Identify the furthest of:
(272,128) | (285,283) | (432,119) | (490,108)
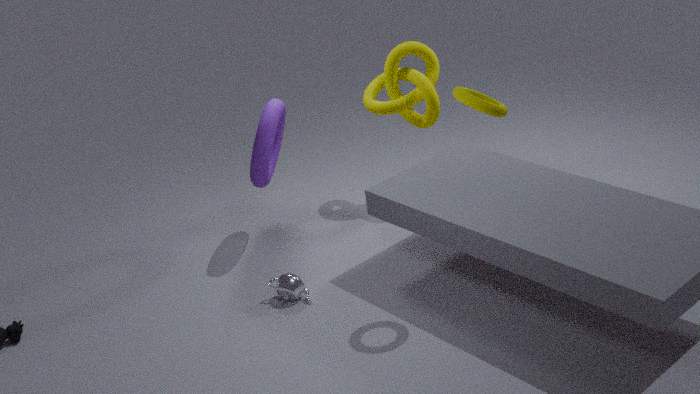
(432,119)
